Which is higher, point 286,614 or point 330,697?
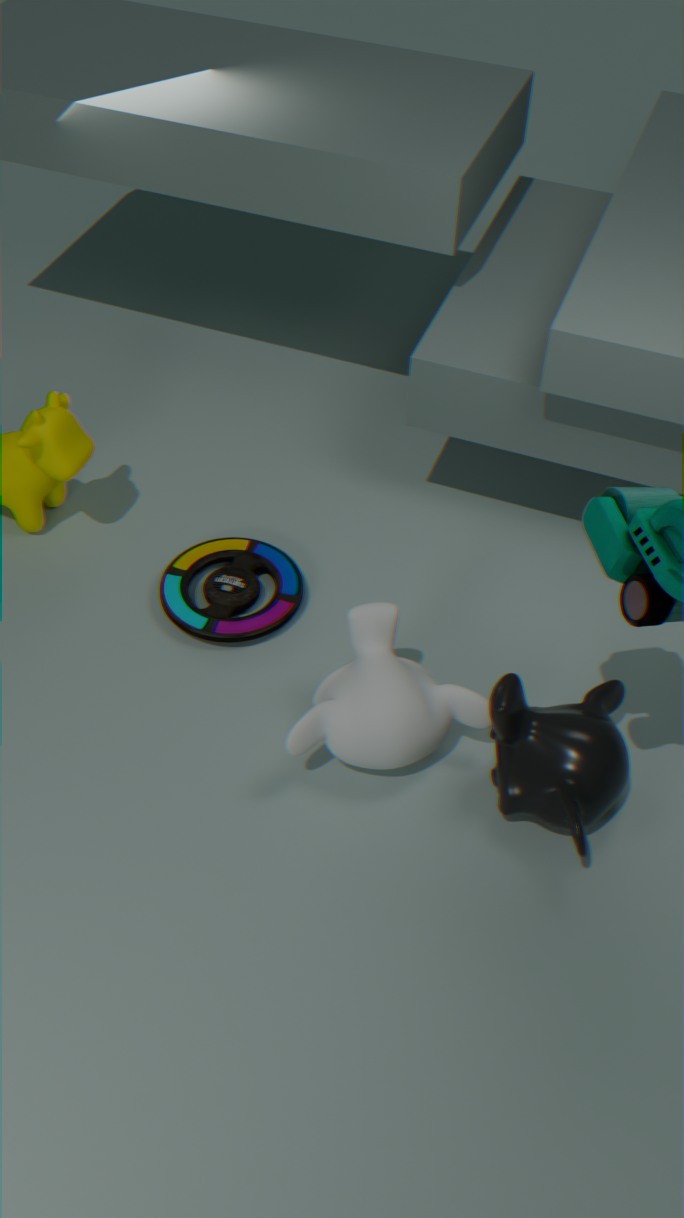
point 330,697
